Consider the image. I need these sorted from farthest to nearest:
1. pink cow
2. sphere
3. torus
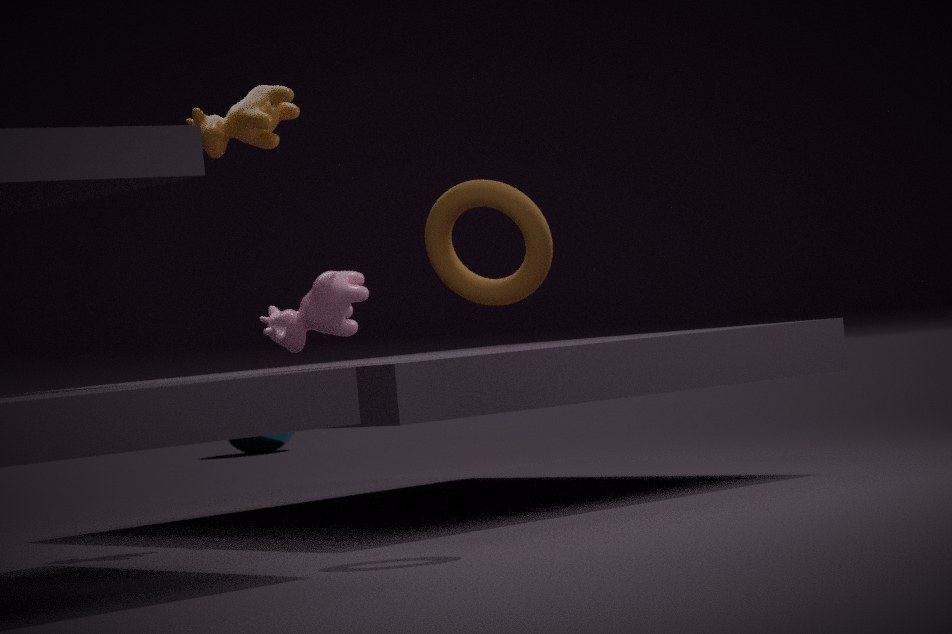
sphere < pink cow < torus
